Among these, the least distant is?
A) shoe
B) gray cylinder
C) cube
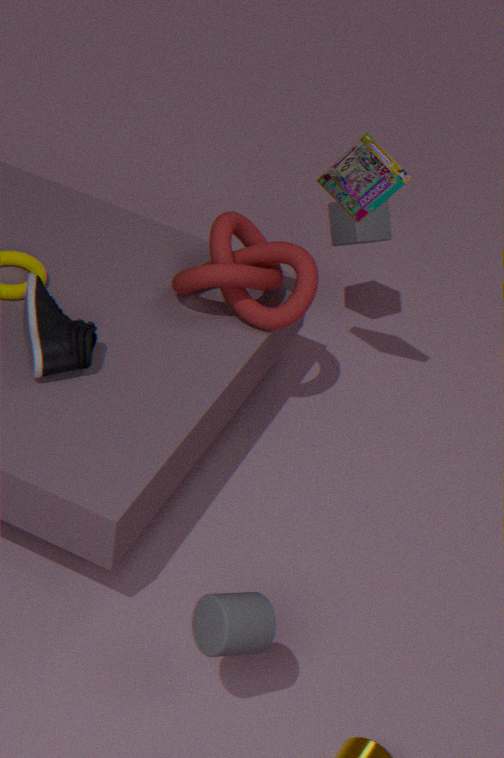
gray cylinder
